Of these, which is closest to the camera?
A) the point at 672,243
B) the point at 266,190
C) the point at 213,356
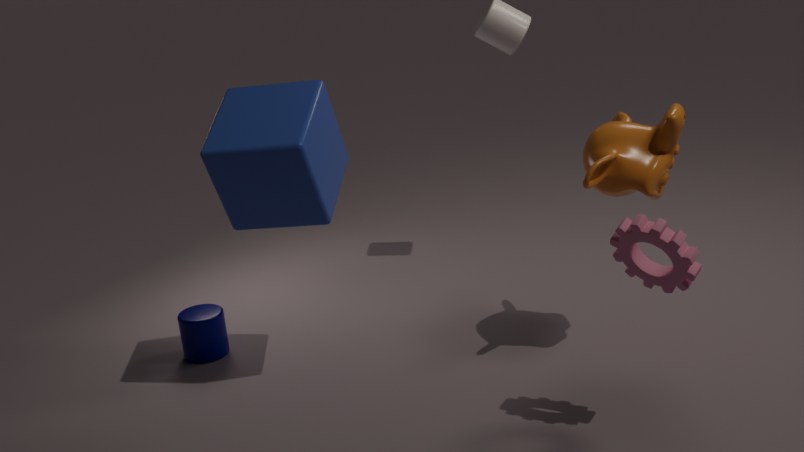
A
